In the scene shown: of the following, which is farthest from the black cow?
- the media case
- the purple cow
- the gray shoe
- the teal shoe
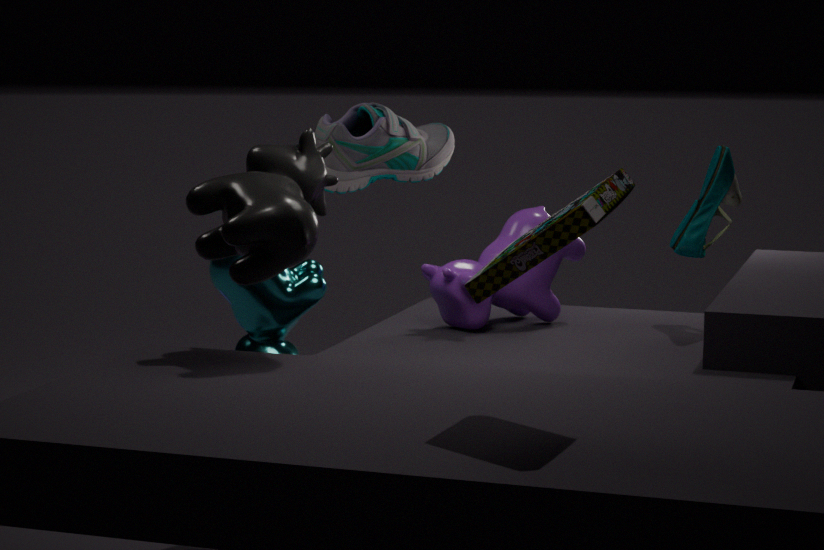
the teal shoe
